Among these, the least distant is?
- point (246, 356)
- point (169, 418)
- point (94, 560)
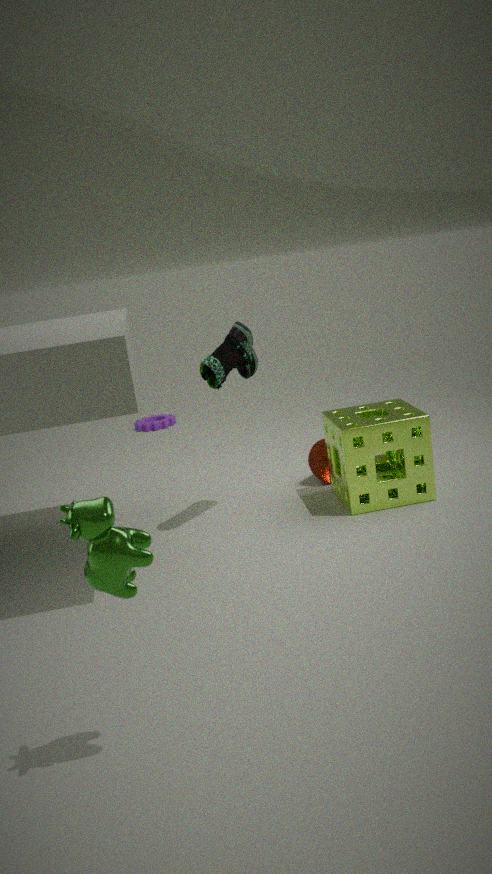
point (94, 560)
